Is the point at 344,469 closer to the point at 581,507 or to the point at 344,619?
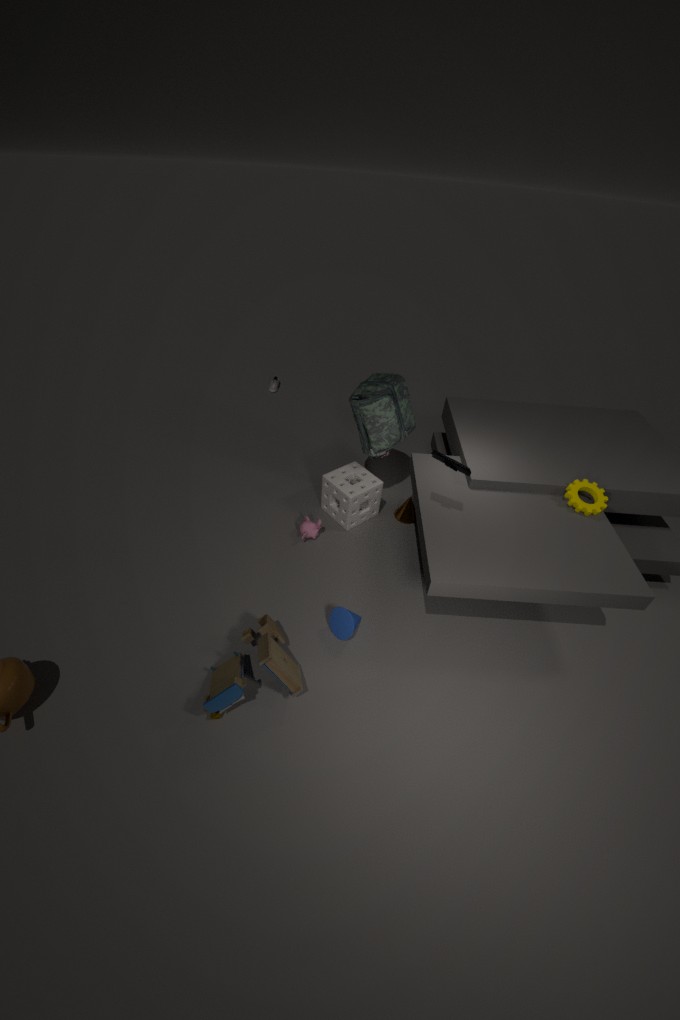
the point at 344,619
